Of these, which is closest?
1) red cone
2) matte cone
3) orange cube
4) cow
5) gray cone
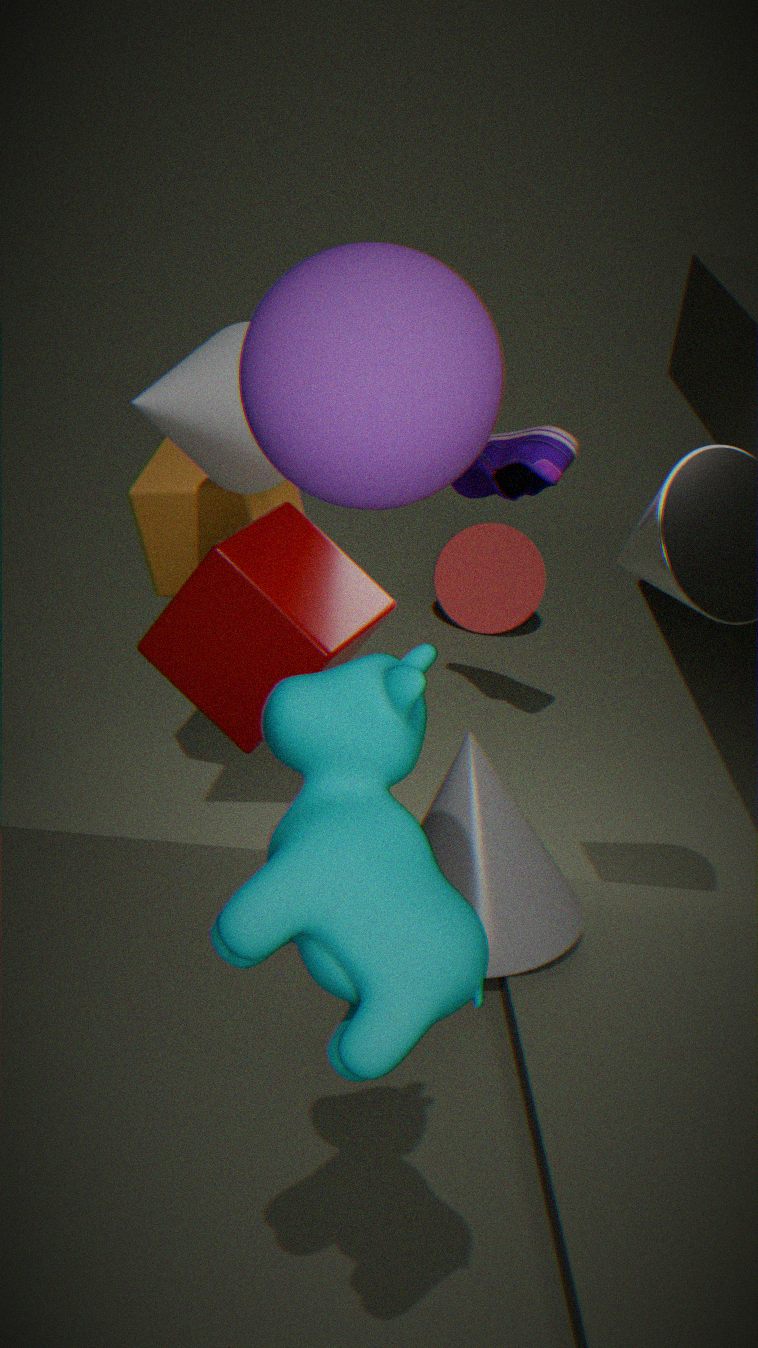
4. cow
